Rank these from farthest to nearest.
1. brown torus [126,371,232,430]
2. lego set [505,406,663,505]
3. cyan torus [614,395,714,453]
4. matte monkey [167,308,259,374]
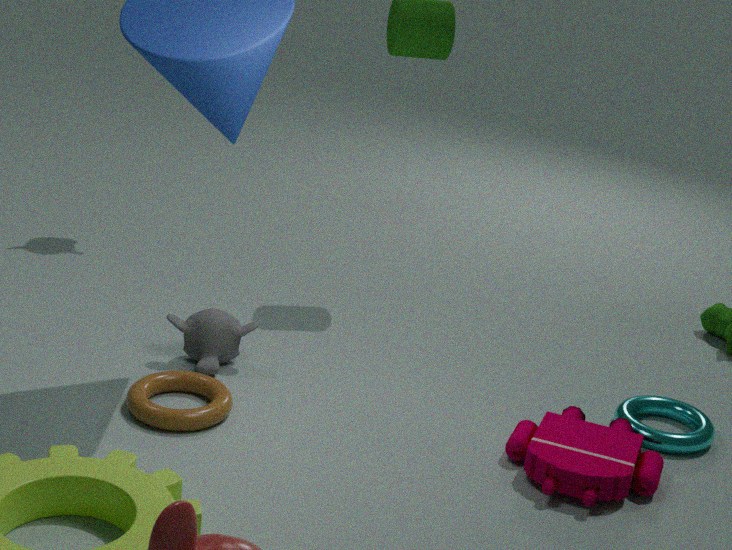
matte monkey [167,308,259,374] < cyan torus [614,395,714,453] < brown torus [126,371,232,430] < lego set [505,406,663,505]
